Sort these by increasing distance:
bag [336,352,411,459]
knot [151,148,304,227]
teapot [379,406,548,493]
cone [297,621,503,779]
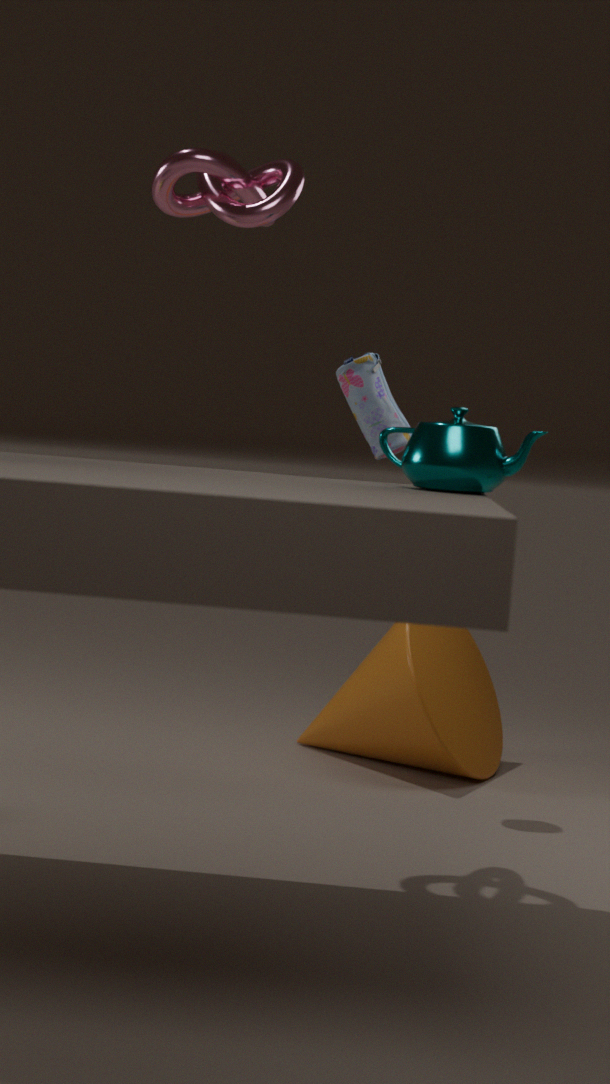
teapot [379,406,548,493], knot [151,148,304,227], bag [336,352,411,459], cone [297,621,503,779]
